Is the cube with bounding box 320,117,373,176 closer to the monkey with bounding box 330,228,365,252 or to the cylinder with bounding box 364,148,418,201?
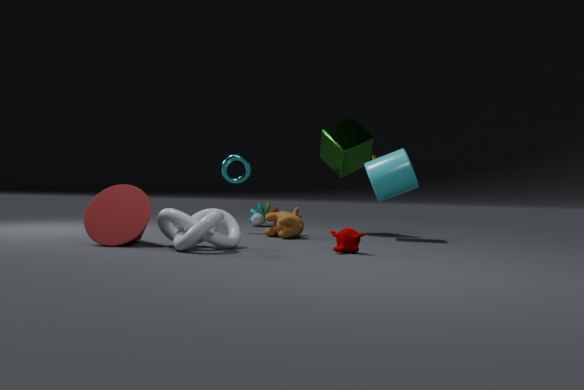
the cylinder with bounding box 364,148,418,201
